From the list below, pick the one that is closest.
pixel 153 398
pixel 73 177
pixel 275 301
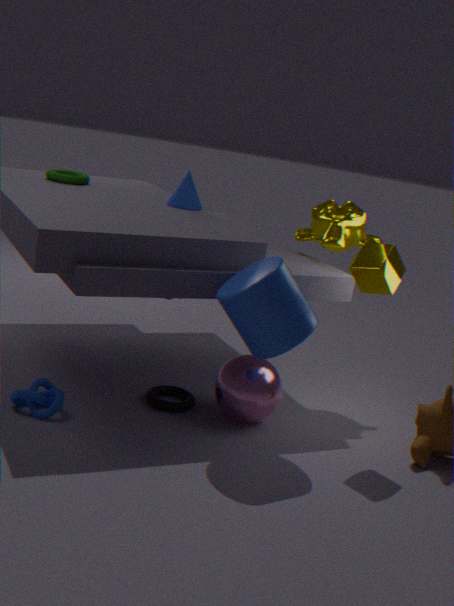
pixel 275 301
